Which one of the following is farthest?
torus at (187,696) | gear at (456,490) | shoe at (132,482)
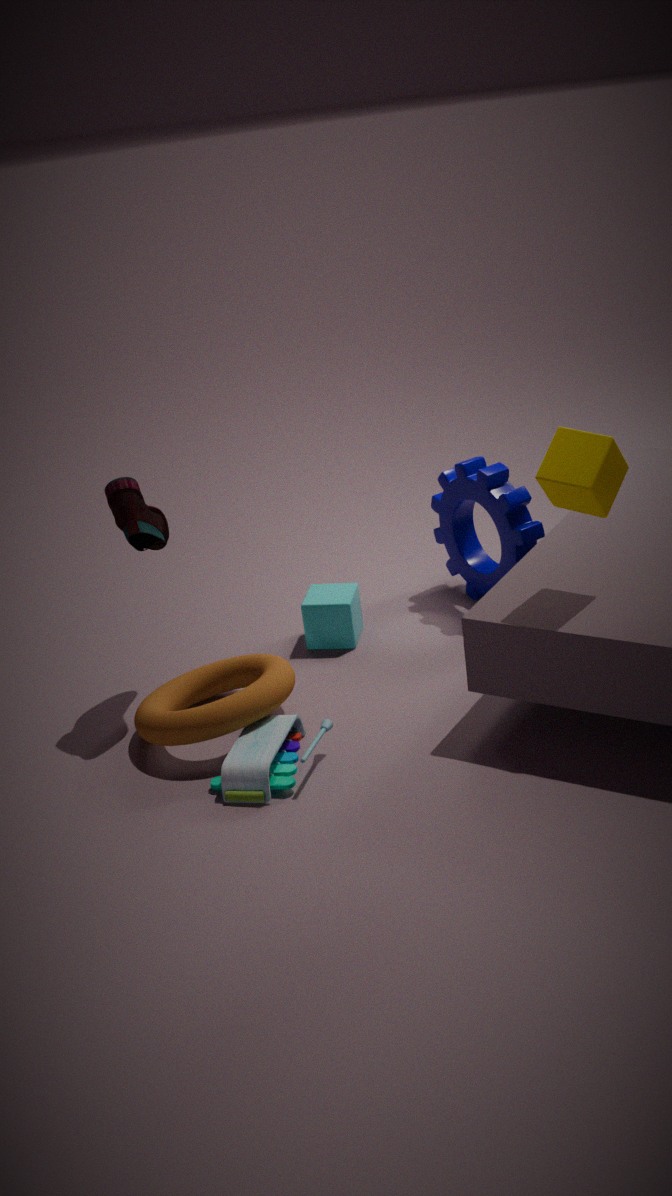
gear at (456,490)
